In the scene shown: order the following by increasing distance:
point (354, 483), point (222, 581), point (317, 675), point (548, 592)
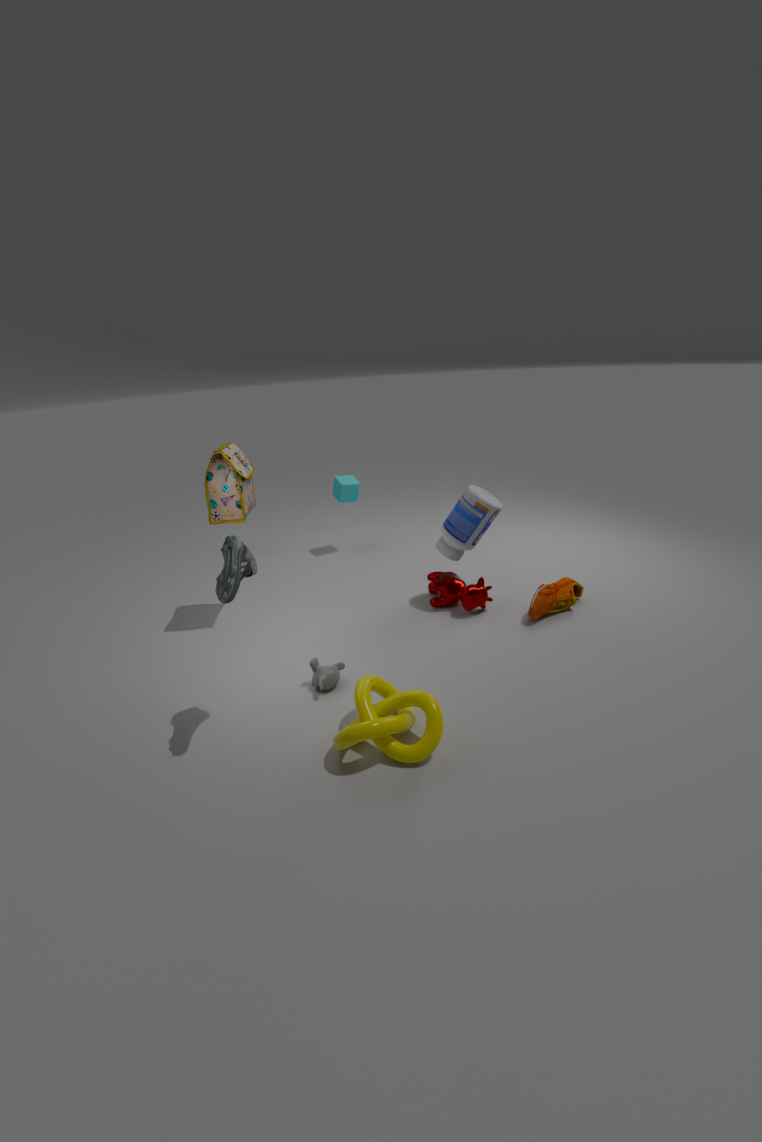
point (222, 581) → point (317, 675) → point (548, 592) → point (354, 483)
